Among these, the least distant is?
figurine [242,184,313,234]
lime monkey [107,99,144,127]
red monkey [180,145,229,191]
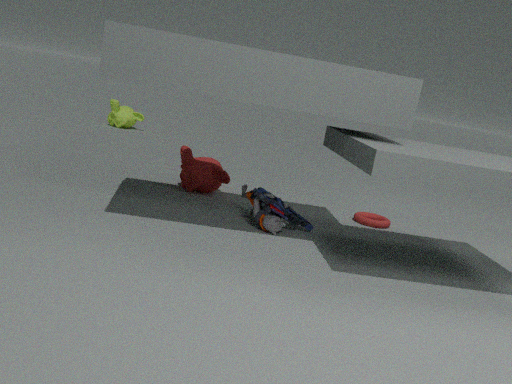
figurine [242,184,313,234]
